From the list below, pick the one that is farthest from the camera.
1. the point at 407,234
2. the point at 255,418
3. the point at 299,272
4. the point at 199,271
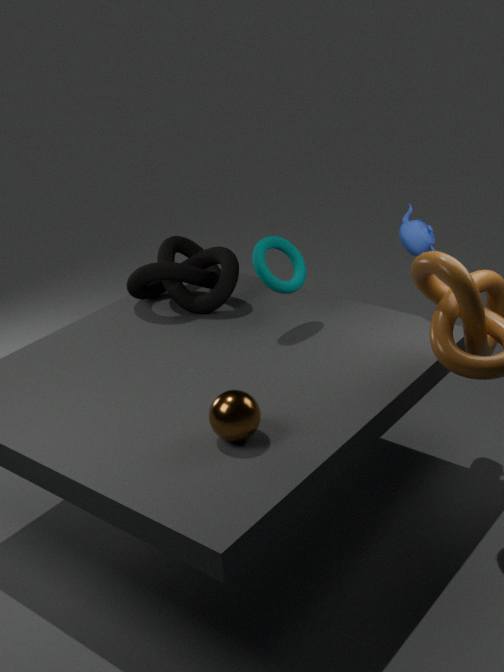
the point at 199,271
